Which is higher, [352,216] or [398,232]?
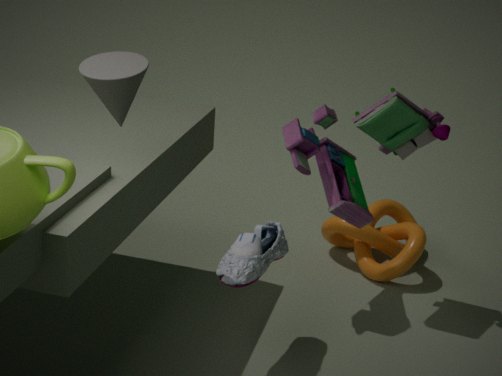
[352,216]
